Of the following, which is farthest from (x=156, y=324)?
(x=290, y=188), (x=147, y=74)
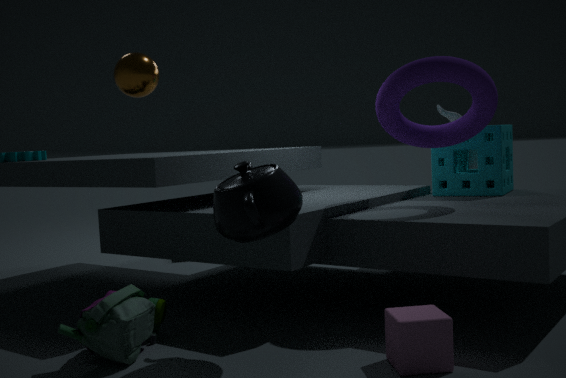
(x=147, y=74)
